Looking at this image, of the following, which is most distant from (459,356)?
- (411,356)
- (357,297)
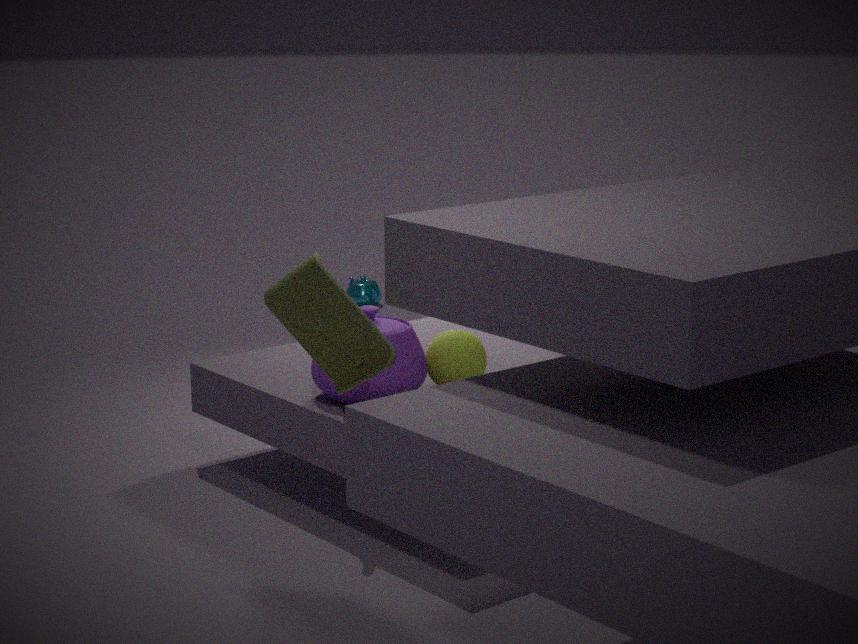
(357,297)
